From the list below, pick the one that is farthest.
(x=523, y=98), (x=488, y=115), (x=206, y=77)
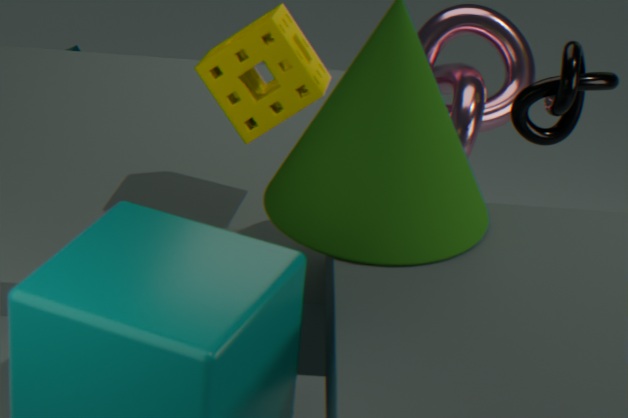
(x=488, y=115)
